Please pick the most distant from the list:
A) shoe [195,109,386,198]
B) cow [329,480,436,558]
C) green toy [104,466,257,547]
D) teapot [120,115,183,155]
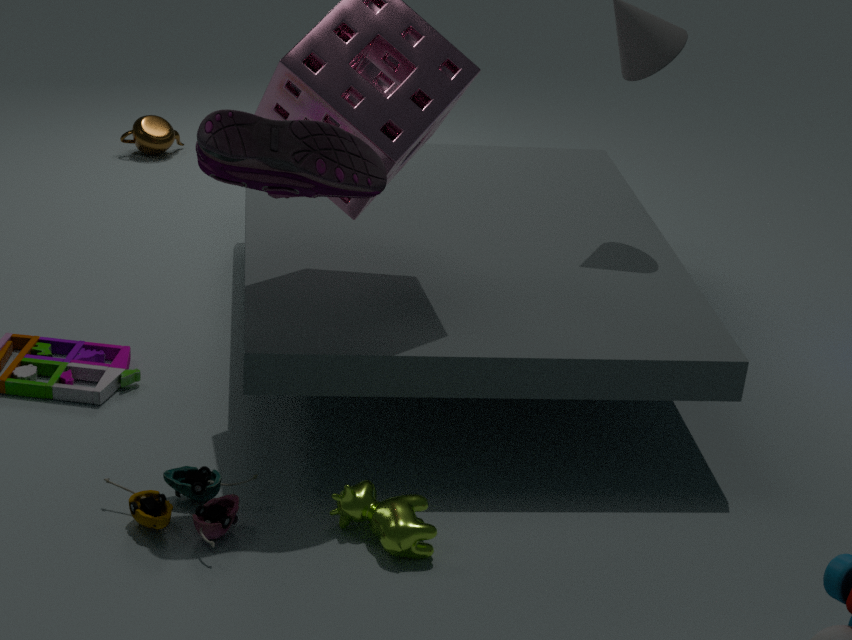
teapot [120,115,183,155]
